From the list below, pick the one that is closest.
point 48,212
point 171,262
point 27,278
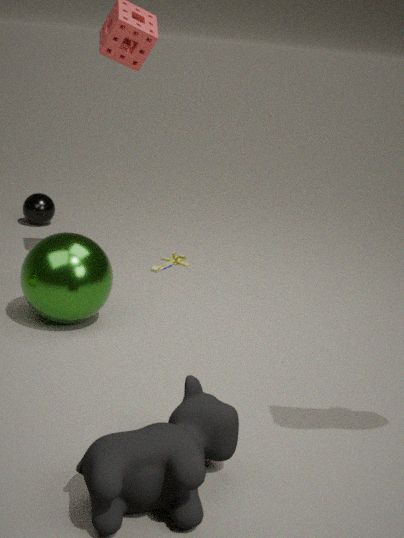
point 27,278
